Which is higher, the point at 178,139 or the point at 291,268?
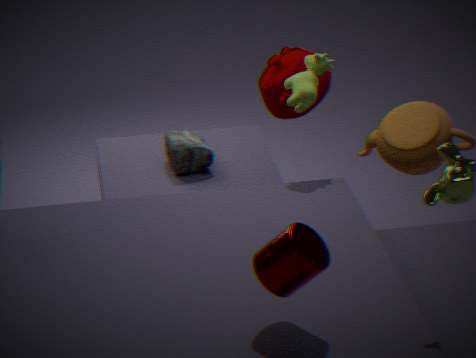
the point at 291,268
